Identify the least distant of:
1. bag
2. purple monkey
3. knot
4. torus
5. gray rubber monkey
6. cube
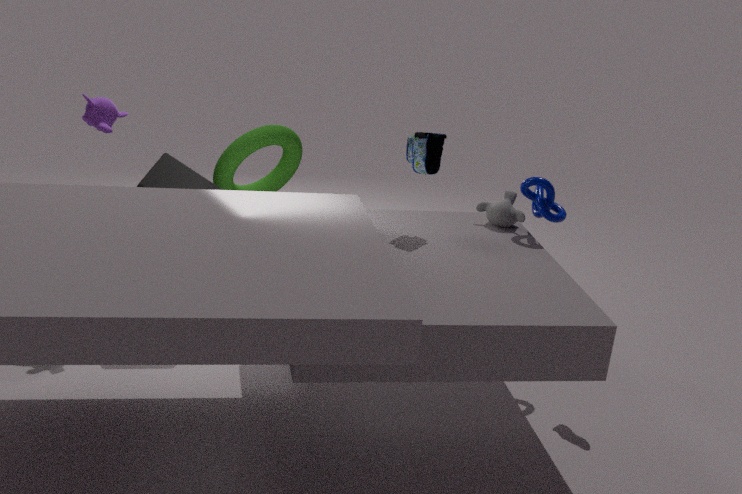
bag
